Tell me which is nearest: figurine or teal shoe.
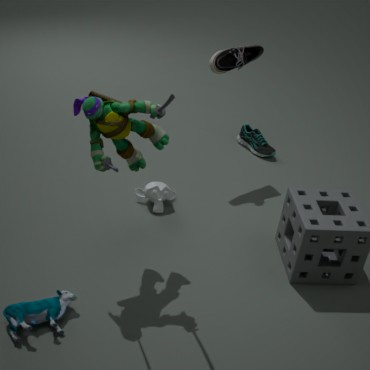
figurine
